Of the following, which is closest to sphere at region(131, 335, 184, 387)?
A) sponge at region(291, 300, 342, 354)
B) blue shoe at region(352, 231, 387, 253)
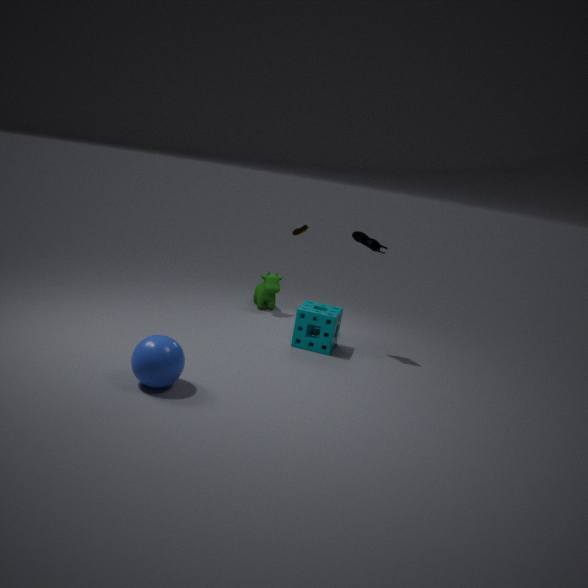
sponge at region(291, 300, 342, 354)
